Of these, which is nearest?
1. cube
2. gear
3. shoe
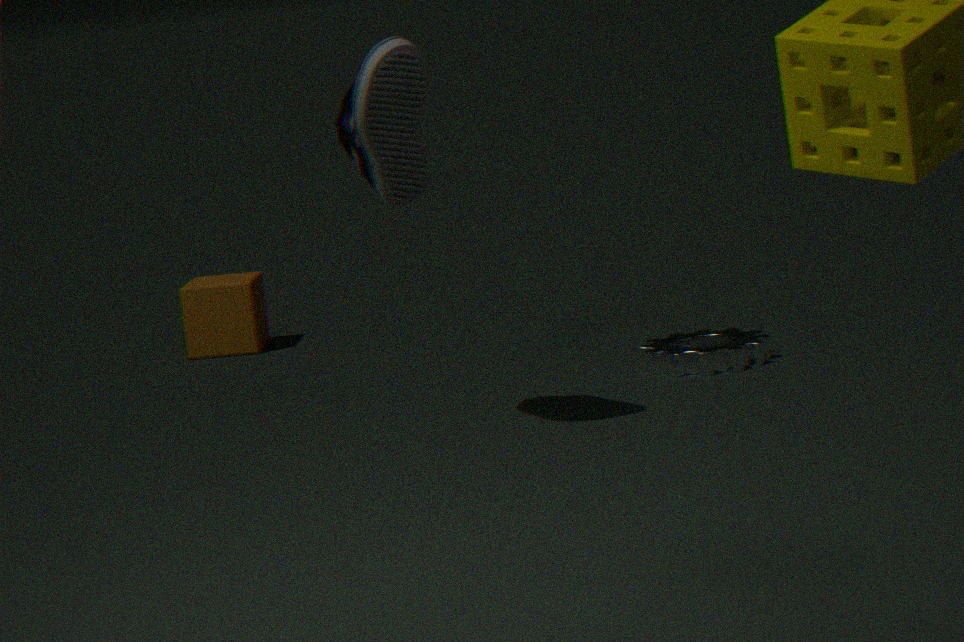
shoe
